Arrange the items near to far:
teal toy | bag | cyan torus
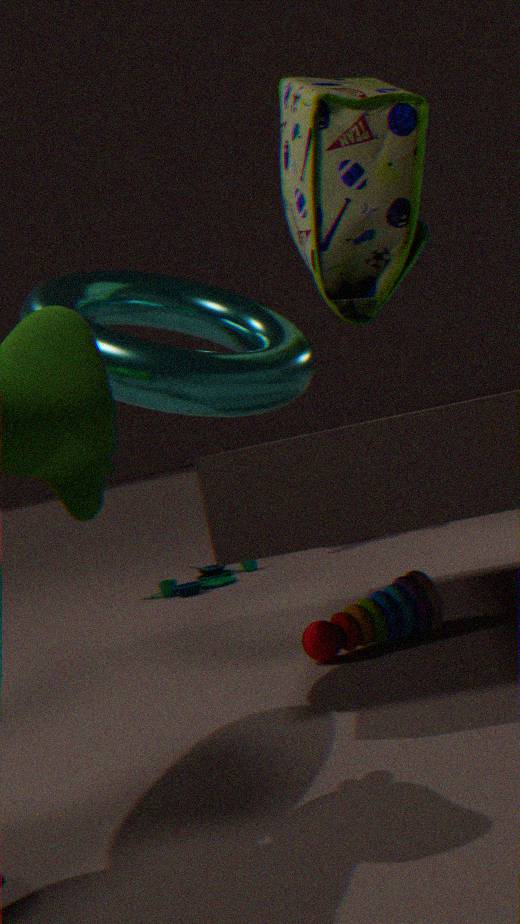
cyan torus < bag < teal toy
